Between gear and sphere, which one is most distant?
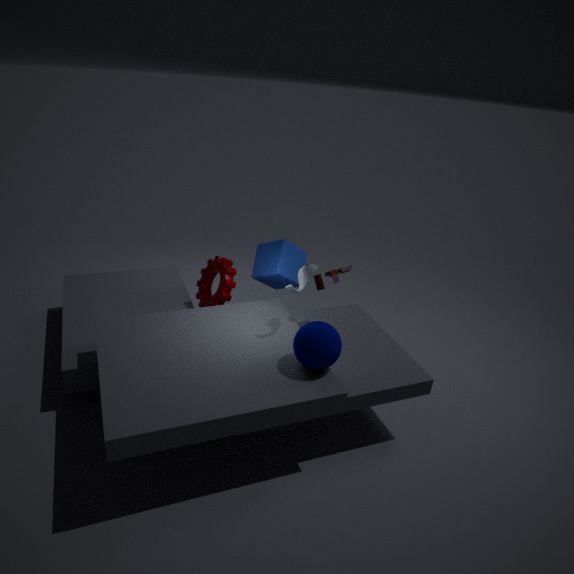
gear
